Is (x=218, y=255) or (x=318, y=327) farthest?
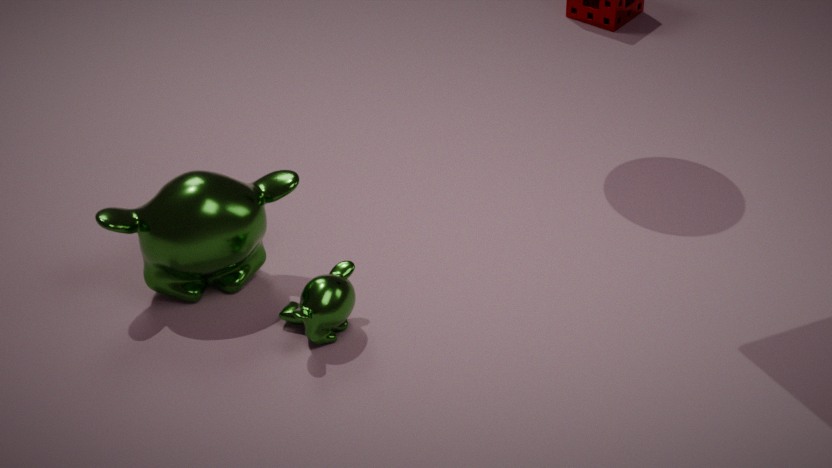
(x=218, y=255)
